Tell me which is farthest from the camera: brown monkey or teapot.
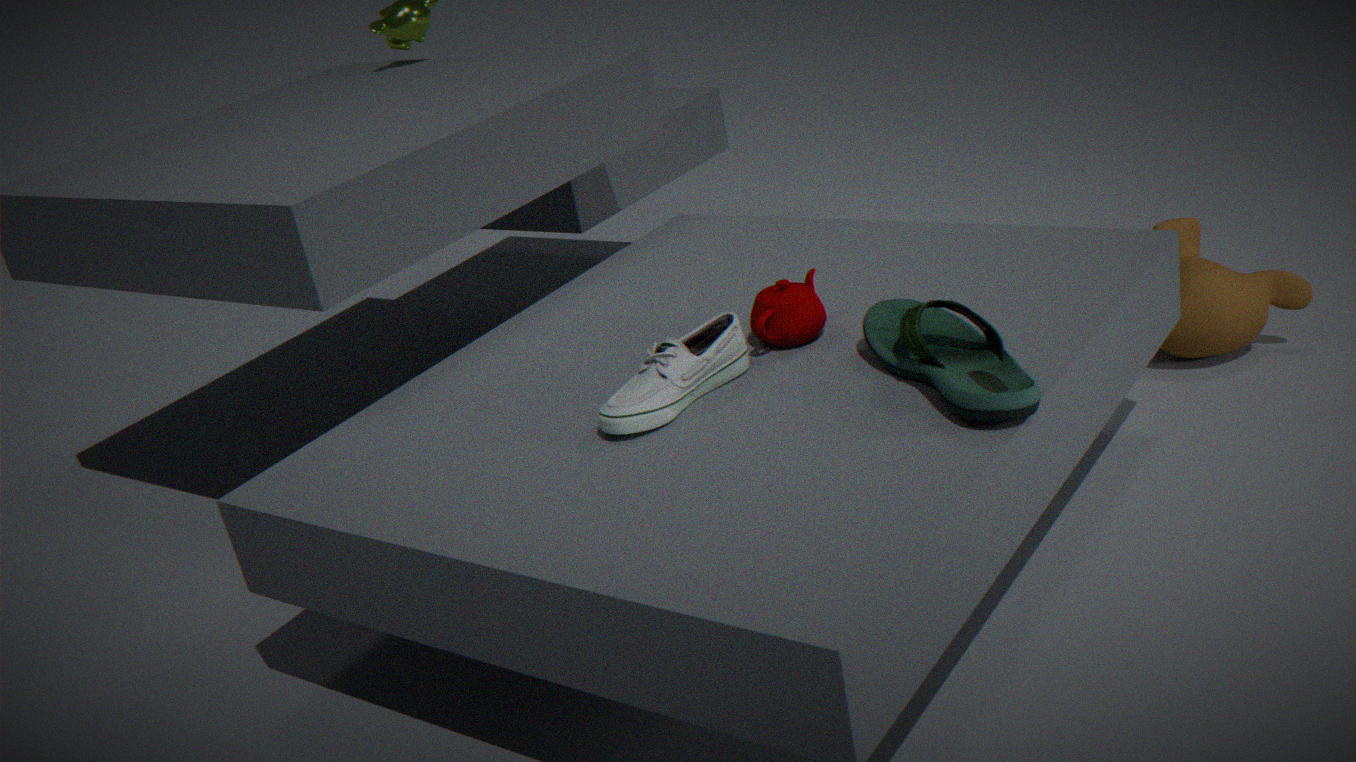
brown monkey
